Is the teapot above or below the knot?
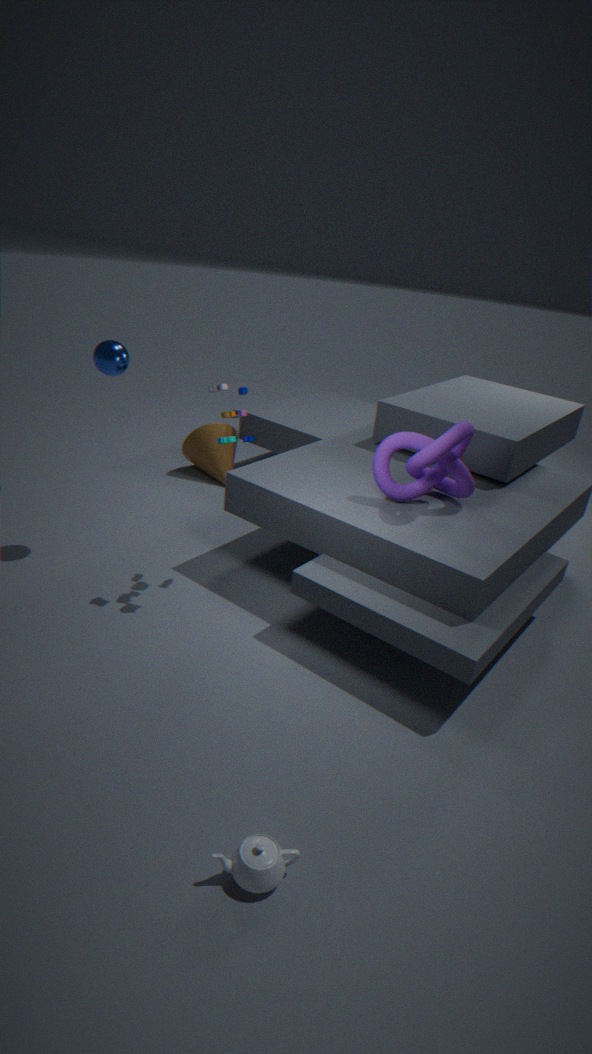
below
